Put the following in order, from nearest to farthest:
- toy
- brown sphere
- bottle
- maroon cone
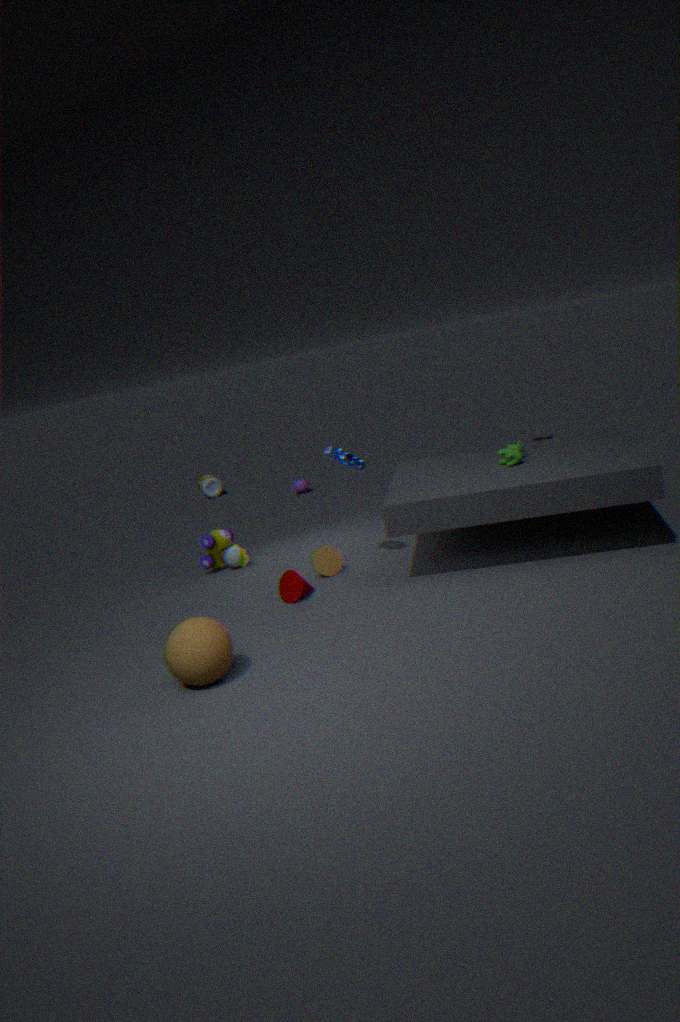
brown sphere → maroon cone → toy → bottle
